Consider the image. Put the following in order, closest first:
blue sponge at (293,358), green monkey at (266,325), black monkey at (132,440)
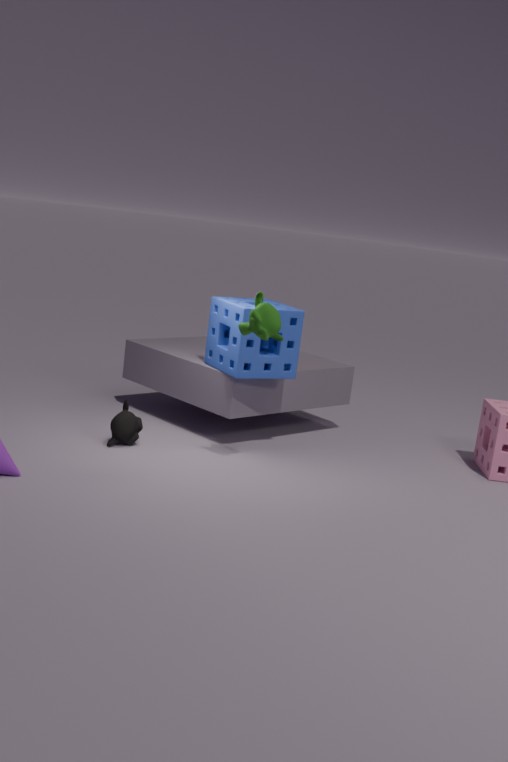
green monkey at (266,325) → black monkey at (132,440) → blue sponge at (293,358)
